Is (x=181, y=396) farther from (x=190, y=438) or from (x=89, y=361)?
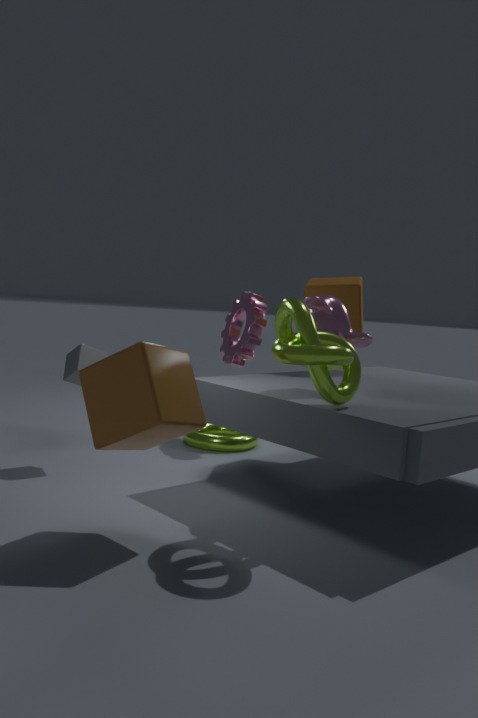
(x=190, y=438)
